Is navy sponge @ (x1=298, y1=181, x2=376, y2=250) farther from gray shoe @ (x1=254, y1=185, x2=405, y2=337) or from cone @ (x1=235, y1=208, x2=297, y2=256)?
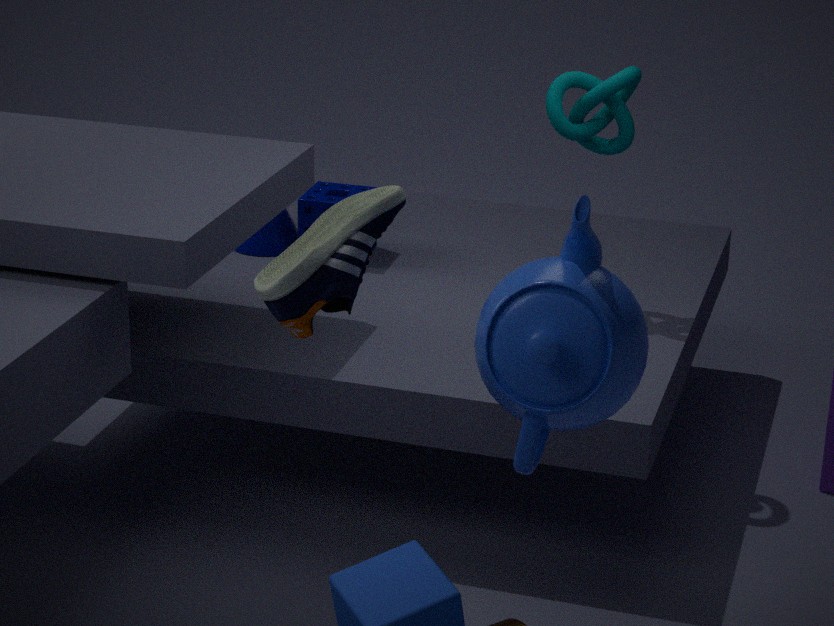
gray shoe @ (x1=254, y1=185, x2=405, y2=337)
